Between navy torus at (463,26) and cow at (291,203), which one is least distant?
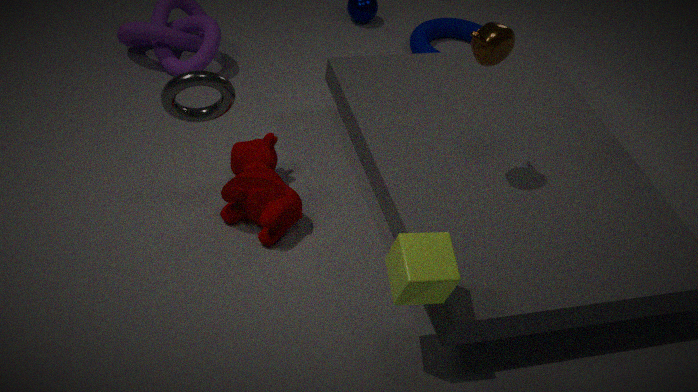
cow at (291,203)
